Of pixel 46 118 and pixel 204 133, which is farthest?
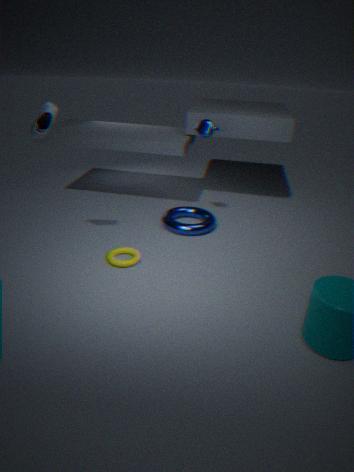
pixel 204 133
